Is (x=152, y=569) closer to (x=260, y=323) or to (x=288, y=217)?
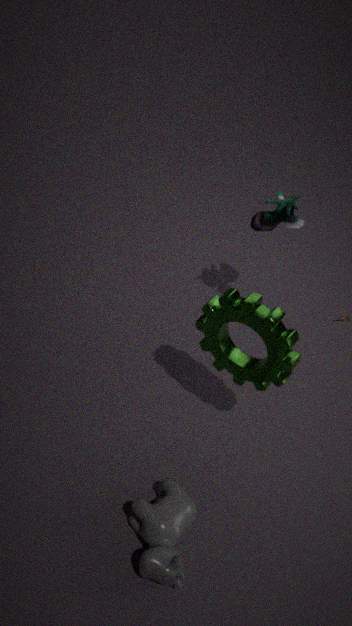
(x=260, y=323)
